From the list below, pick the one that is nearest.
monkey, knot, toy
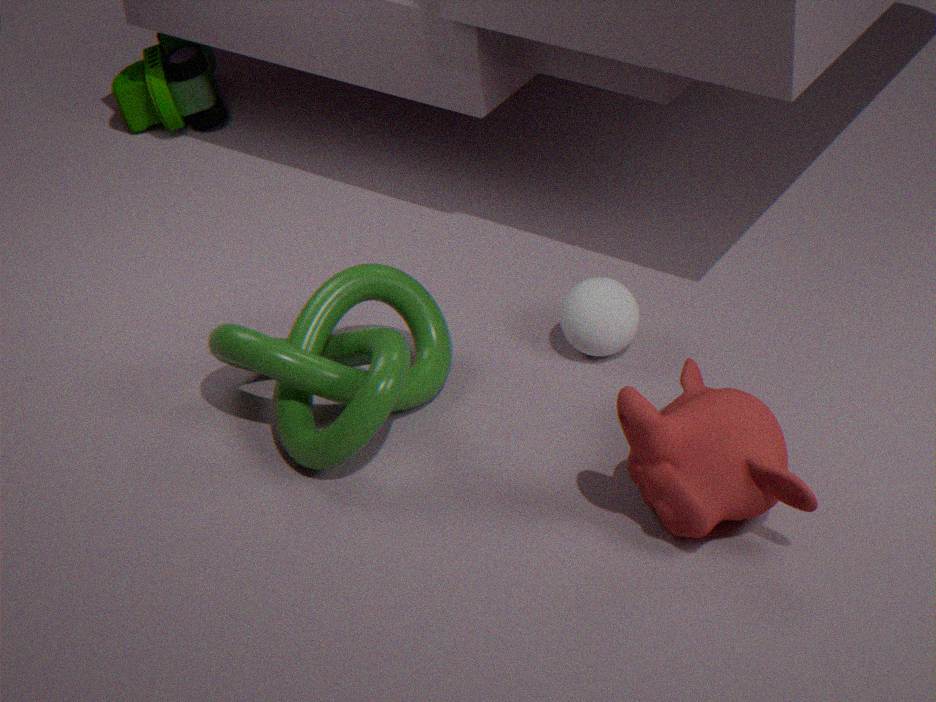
monkey
